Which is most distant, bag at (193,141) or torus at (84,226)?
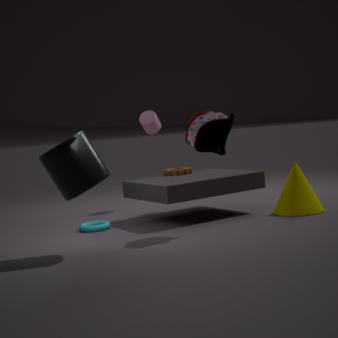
torus at (84,226)
